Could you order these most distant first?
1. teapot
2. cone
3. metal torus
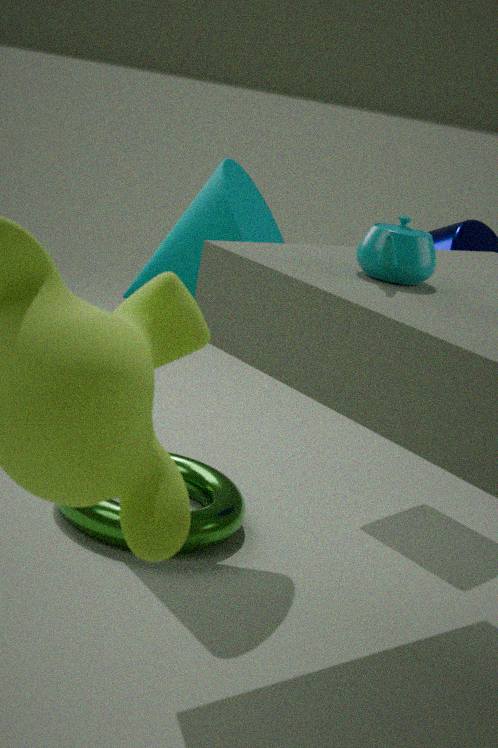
metal torus, cone, teapot
